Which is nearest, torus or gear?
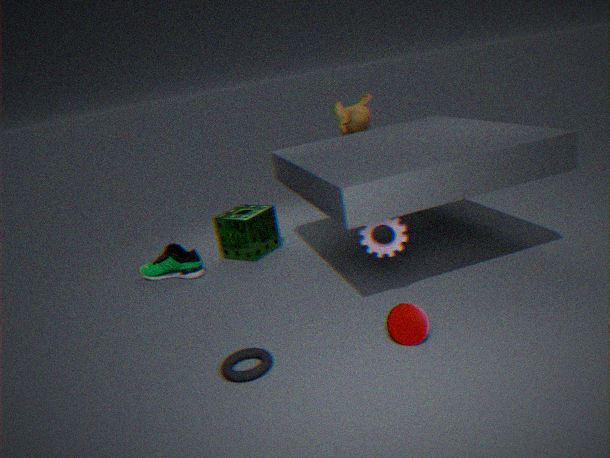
torus
